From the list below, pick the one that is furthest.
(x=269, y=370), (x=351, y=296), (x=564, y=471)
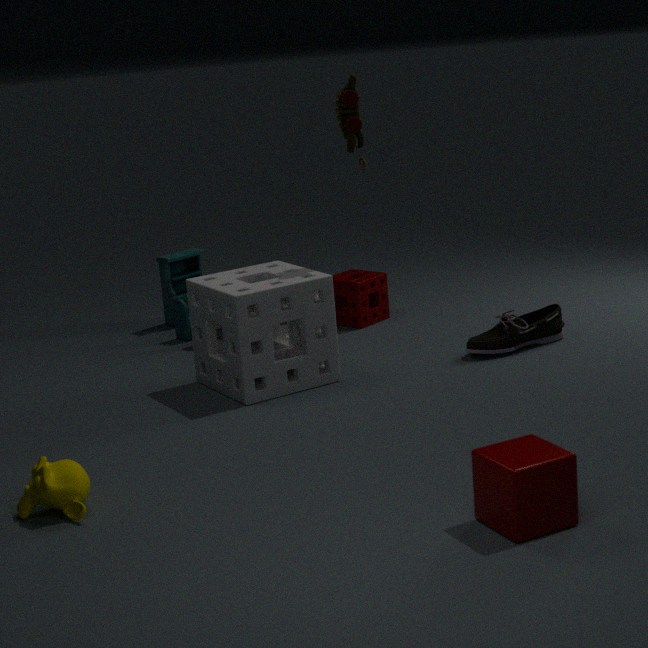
(x=351, y=296)
